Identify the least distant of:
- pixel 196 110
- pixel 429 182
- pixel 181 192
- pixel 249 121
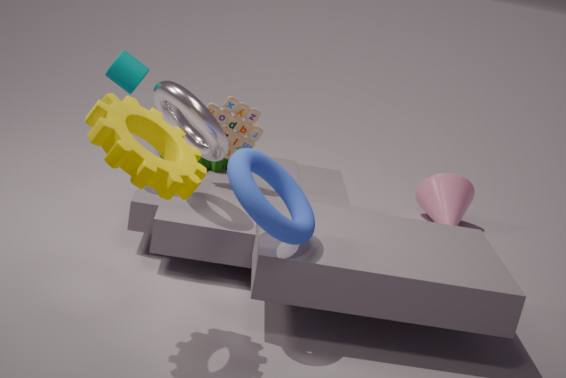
pixel 181 192
